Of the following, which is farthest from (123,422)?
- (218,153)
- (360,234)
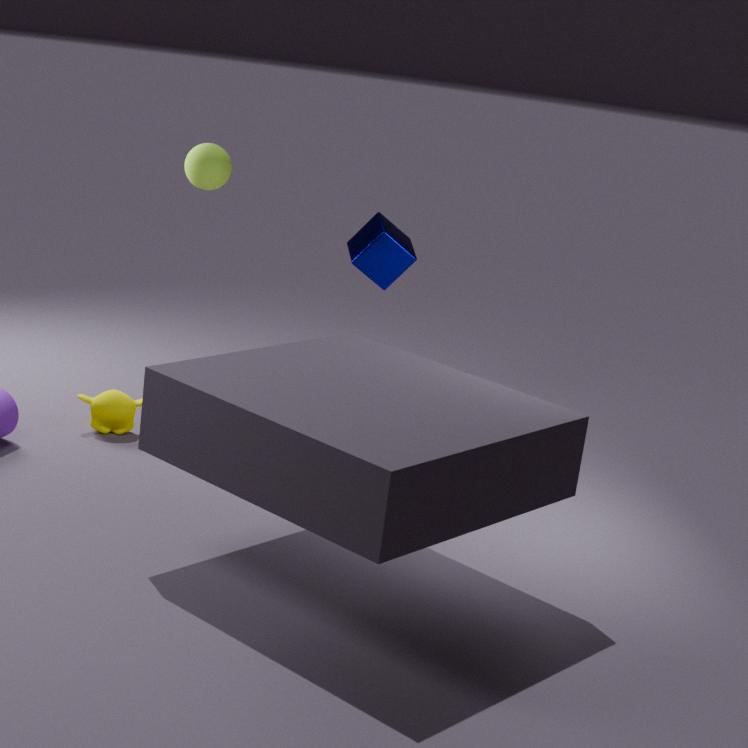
(360,234)
